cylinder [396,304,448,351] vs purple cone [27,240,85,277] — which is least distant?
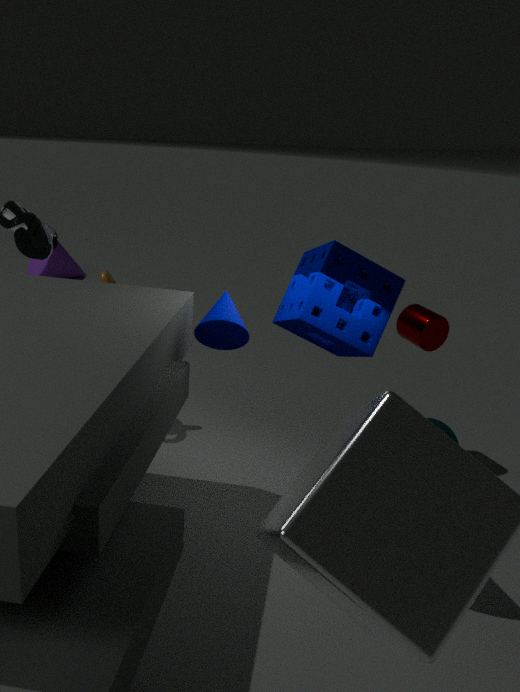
cylinder [396,304,448,351]
